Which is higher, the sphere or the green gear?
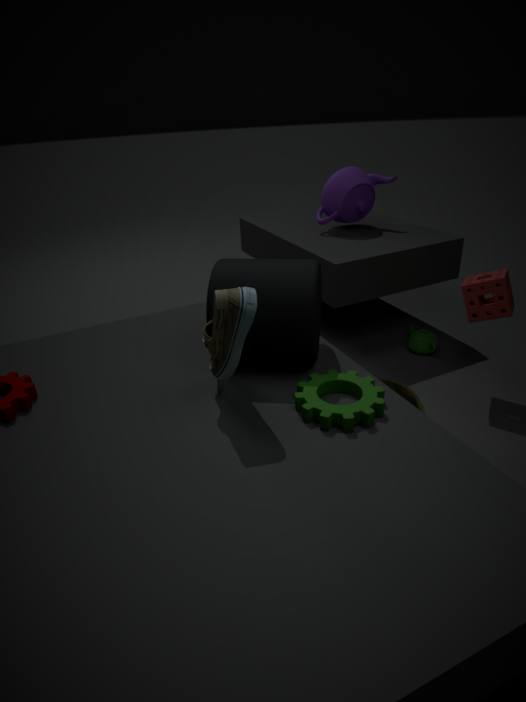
the green gear
